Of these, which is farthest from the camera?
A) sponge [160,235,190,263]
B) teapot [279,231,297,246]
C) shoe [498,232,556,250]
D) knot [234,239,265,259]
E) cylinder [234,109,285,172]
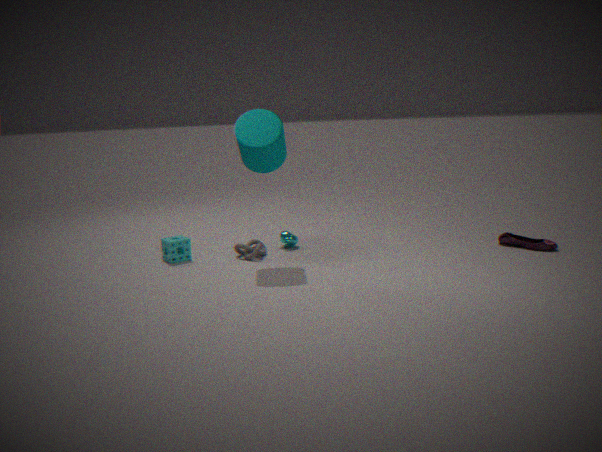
teapot [279,231,297,246]
